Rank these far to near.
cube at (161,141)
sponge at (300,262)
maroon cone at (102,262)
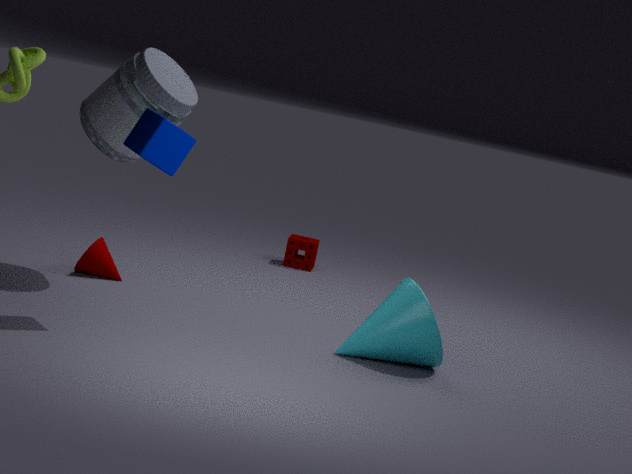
sponge at (300,262) < maroon cone at (102,262) < cube at (161,141)
